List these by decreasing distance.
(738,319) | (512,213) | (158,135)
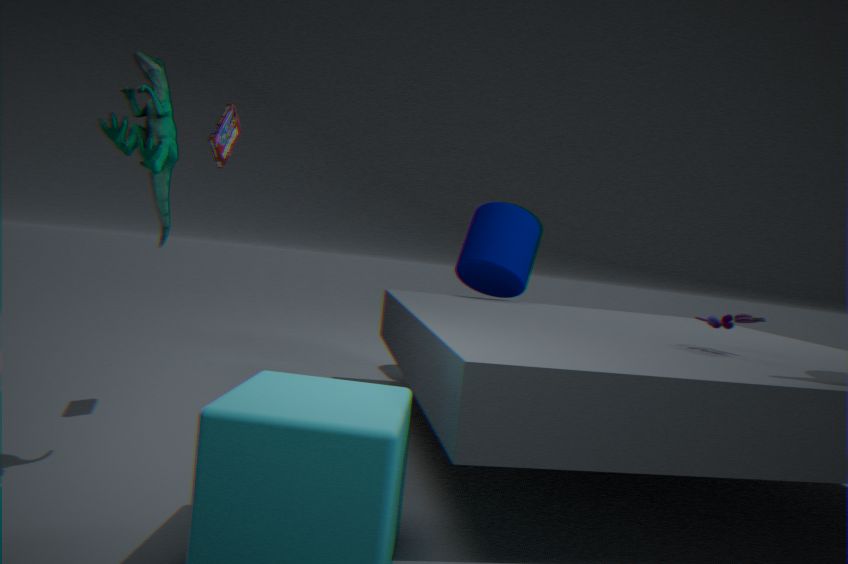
(512,213) < (738,319) < (158,135)
